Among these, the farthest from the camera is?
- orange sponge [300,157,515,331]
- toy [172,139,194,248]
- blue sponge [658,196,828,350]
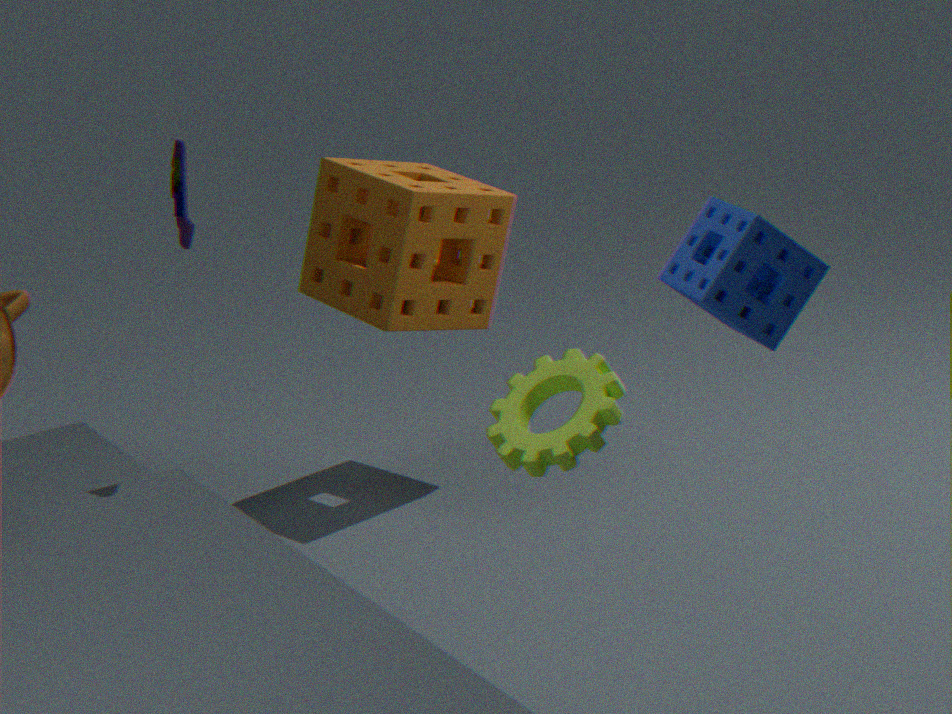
orange sponge [300,157,515,331]
